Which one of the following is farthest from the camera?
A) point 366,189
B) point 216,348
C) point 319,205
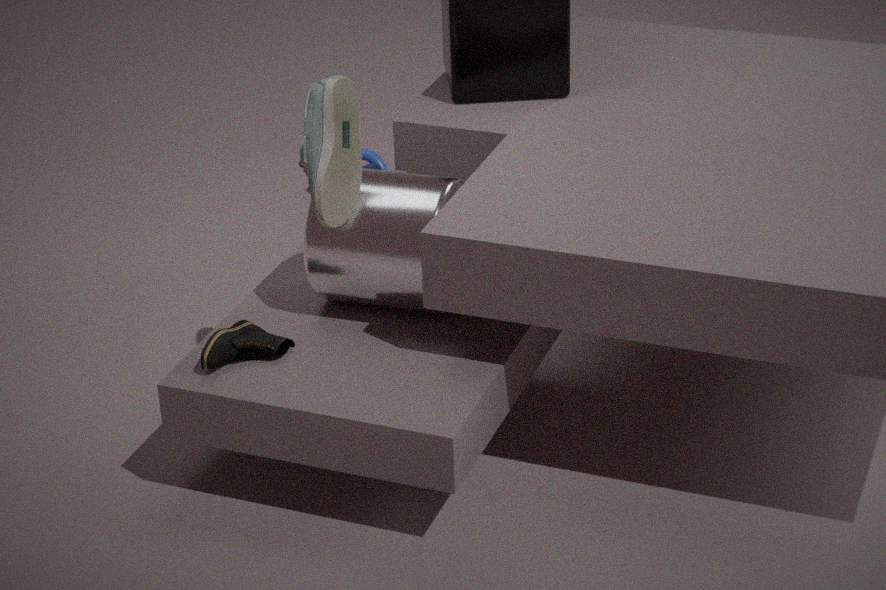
point 366,189
